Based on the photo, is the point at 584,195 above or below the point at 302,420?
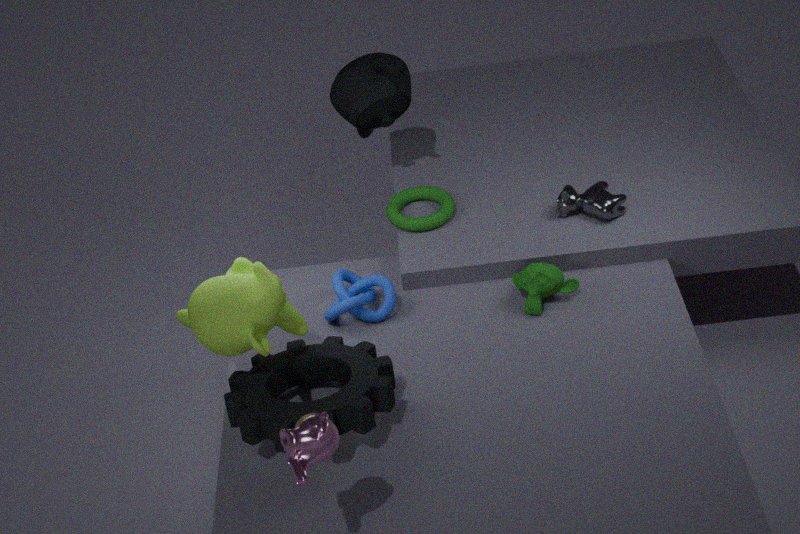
below
